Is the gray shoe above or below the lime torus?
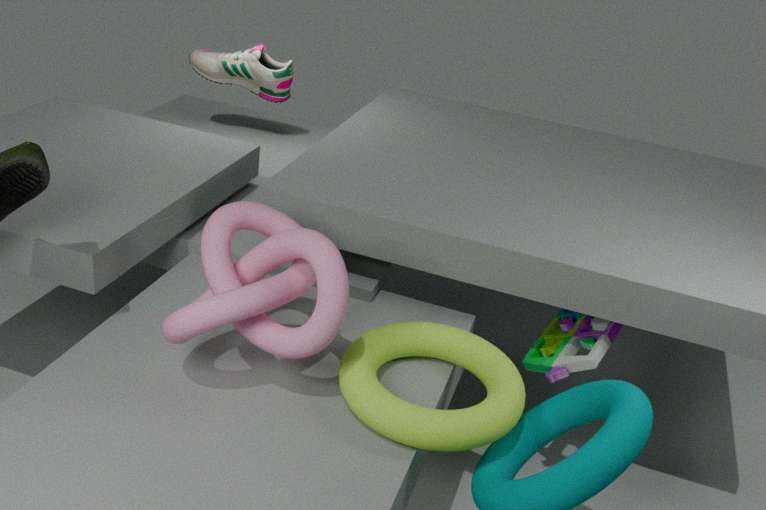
above
